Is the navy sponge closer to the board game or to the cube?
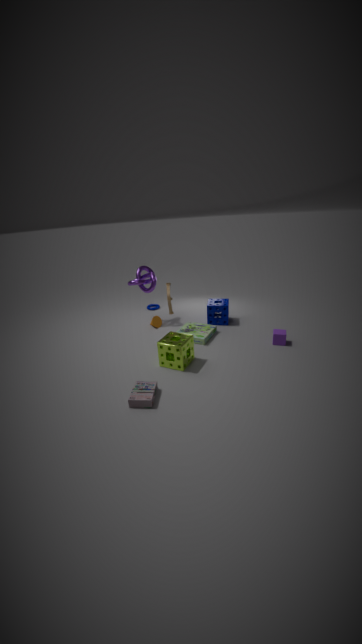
the board game
